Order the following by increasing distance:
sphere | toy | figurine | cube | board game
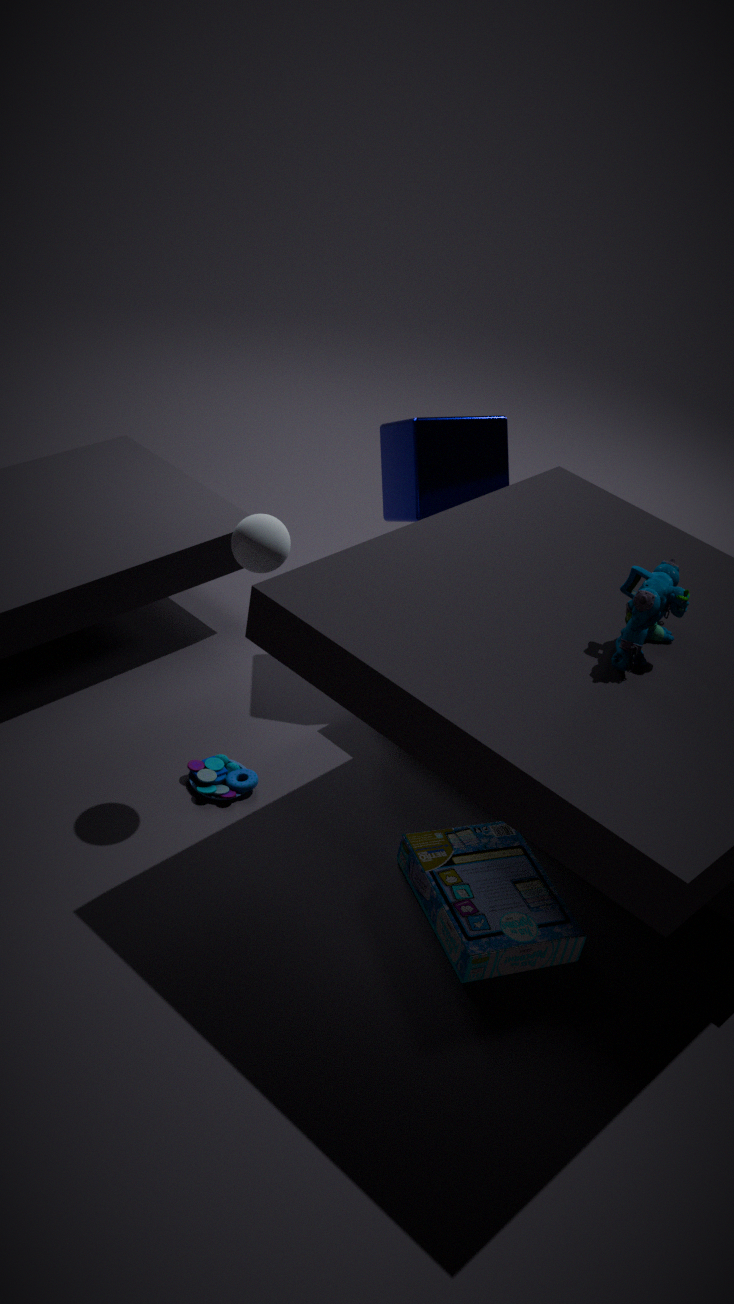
figurine, board game, sphere, toy, cube
